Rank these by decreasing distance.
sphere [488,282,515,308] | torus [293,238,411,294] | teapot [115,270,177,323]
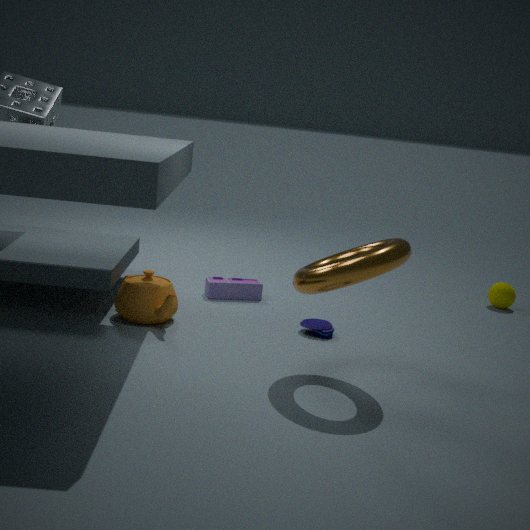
sphere [488,282,515,308] < teapot [115,270,177,323] < torus [293,238,411,294]
